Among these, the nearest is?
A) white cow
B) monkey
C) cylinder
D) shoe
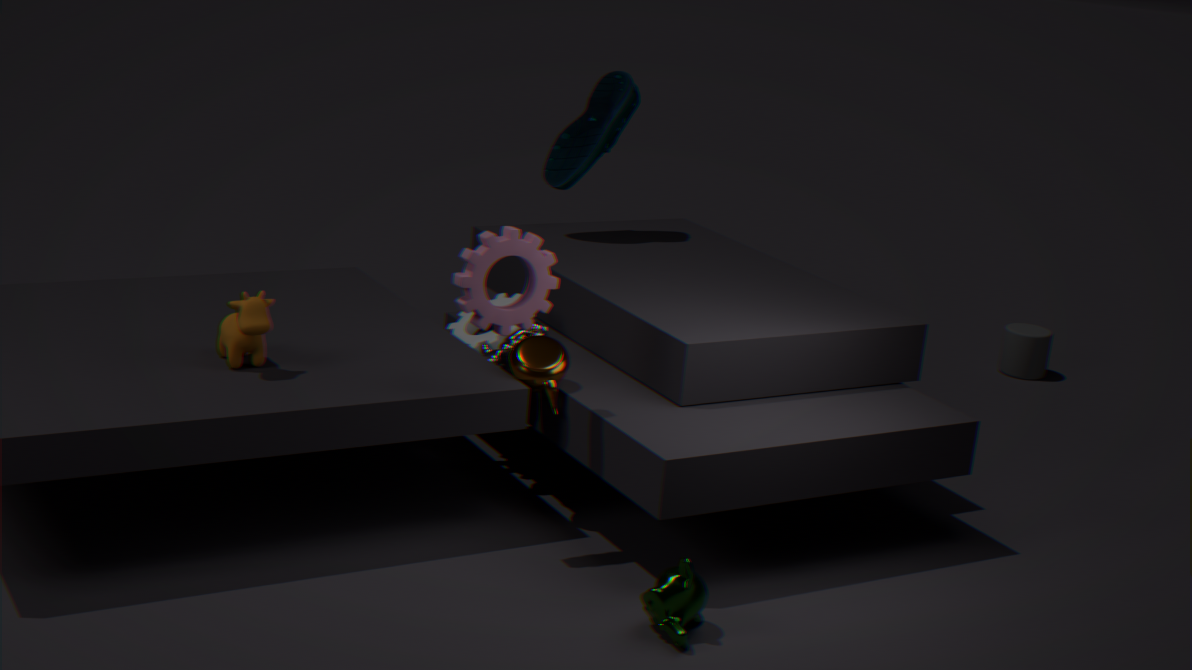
monkey
